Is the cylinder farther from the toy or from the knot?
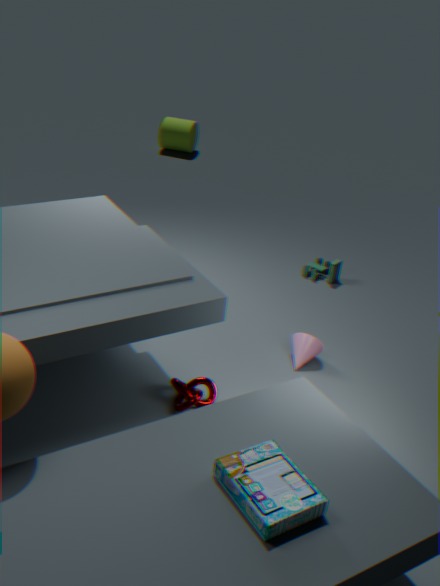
the knot
